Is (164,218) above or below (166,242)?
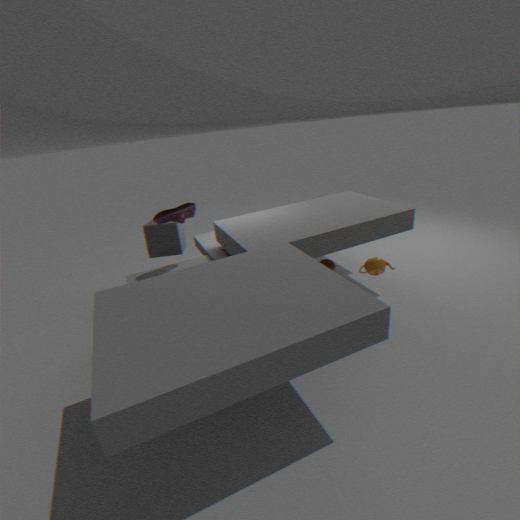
above
